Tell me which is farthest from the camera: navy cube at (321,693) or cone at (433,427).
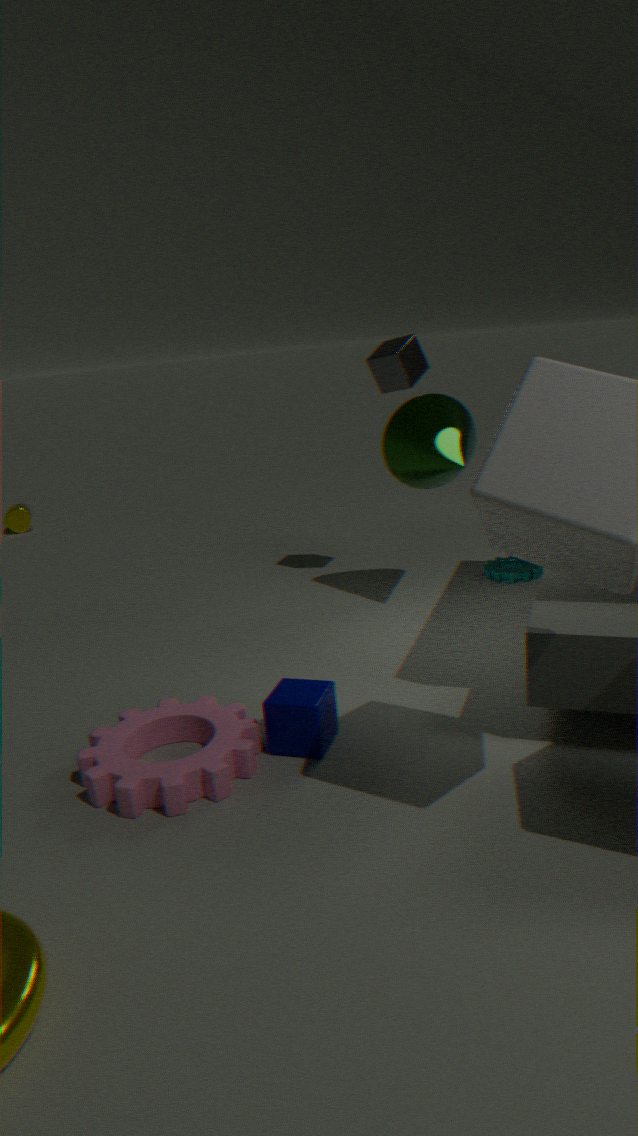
cone at (433,427)
